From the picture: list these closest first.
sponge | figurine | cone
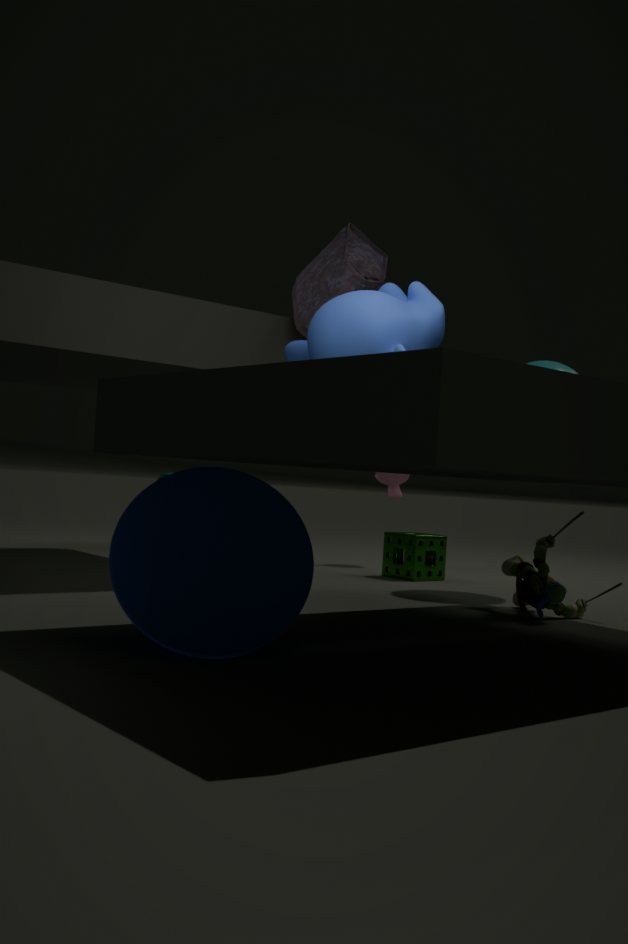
cone, figurine, sponge
